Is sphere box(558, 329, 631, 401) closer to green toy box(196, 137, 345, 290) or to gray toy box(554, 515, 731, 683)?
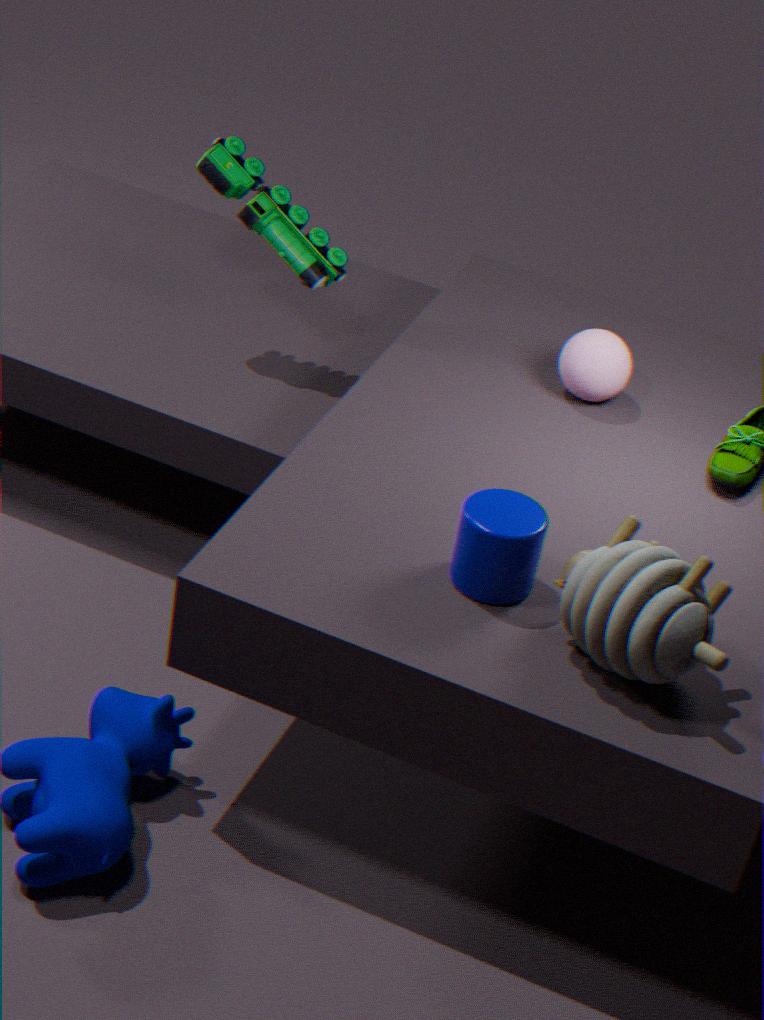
green toy box(196, 137, 345, 290)
